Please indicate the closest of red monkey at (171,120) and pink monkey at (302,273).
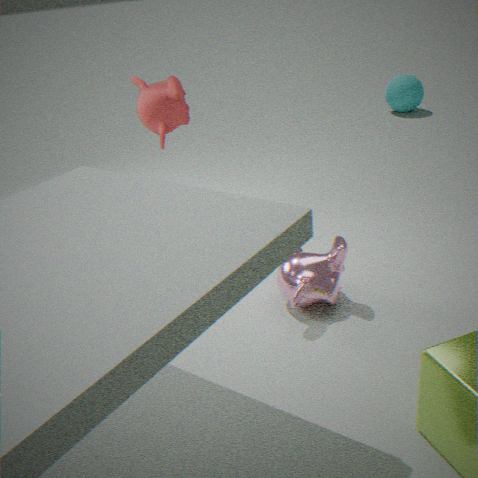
pink monkey at (302,273)
